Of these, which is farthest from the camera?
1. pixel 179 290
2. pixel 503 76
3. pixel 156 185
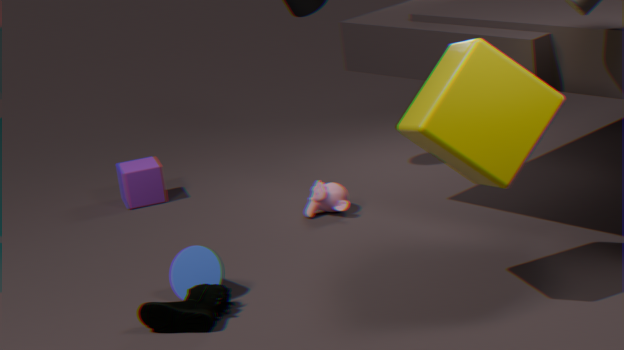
pixel 156 185
